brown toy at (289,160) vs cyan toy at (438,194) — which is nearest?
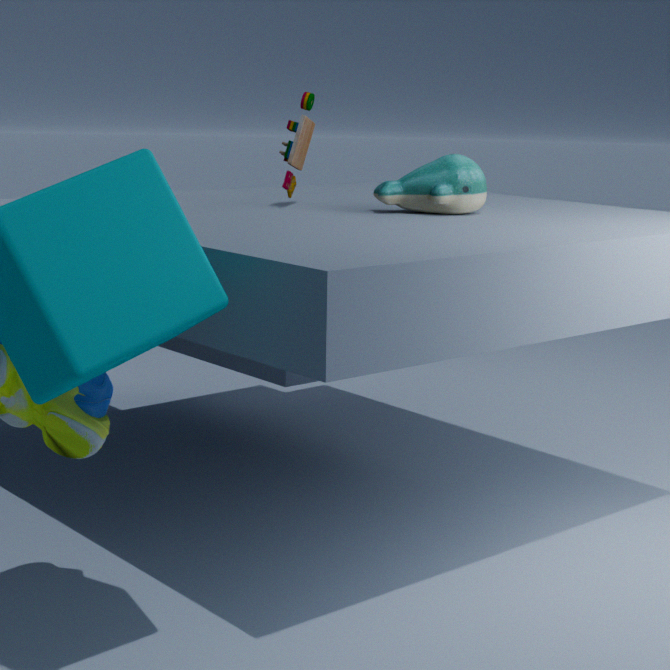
cyan toy at (438,194)
